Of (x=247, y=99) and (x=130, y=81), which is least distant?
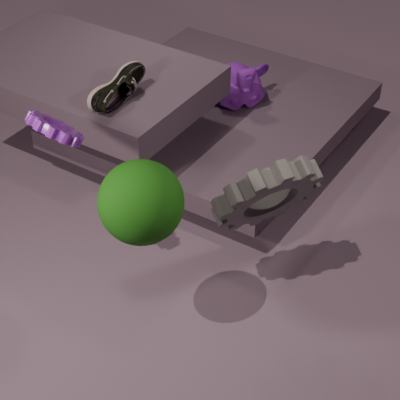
(x=130, y=81)
